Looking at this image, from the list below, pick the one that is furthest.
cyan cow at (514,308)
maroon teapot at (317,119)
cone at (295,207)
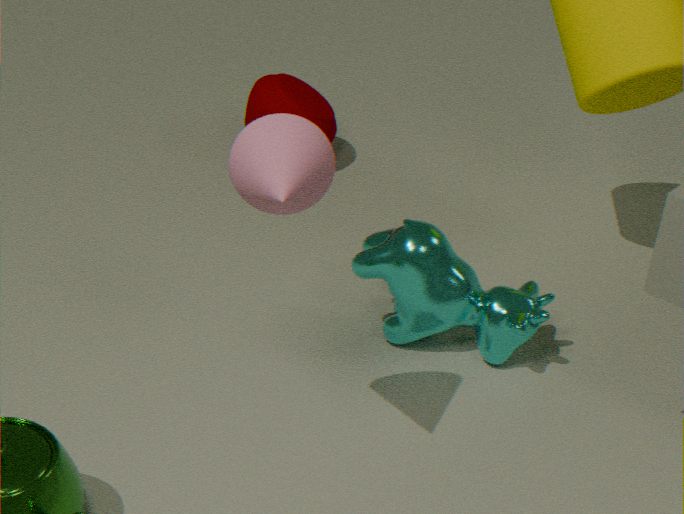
maroon teapot at (317,119)
